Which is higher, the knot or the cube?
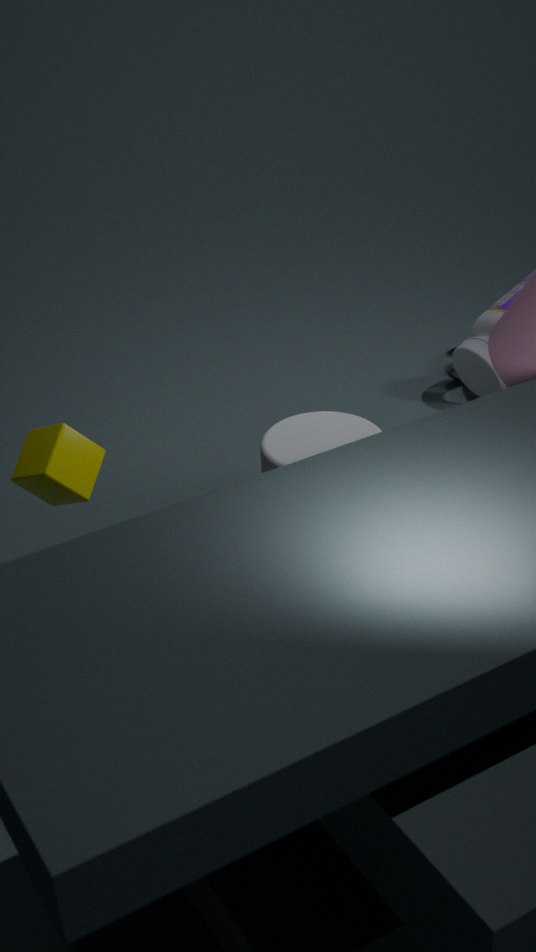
the cube
